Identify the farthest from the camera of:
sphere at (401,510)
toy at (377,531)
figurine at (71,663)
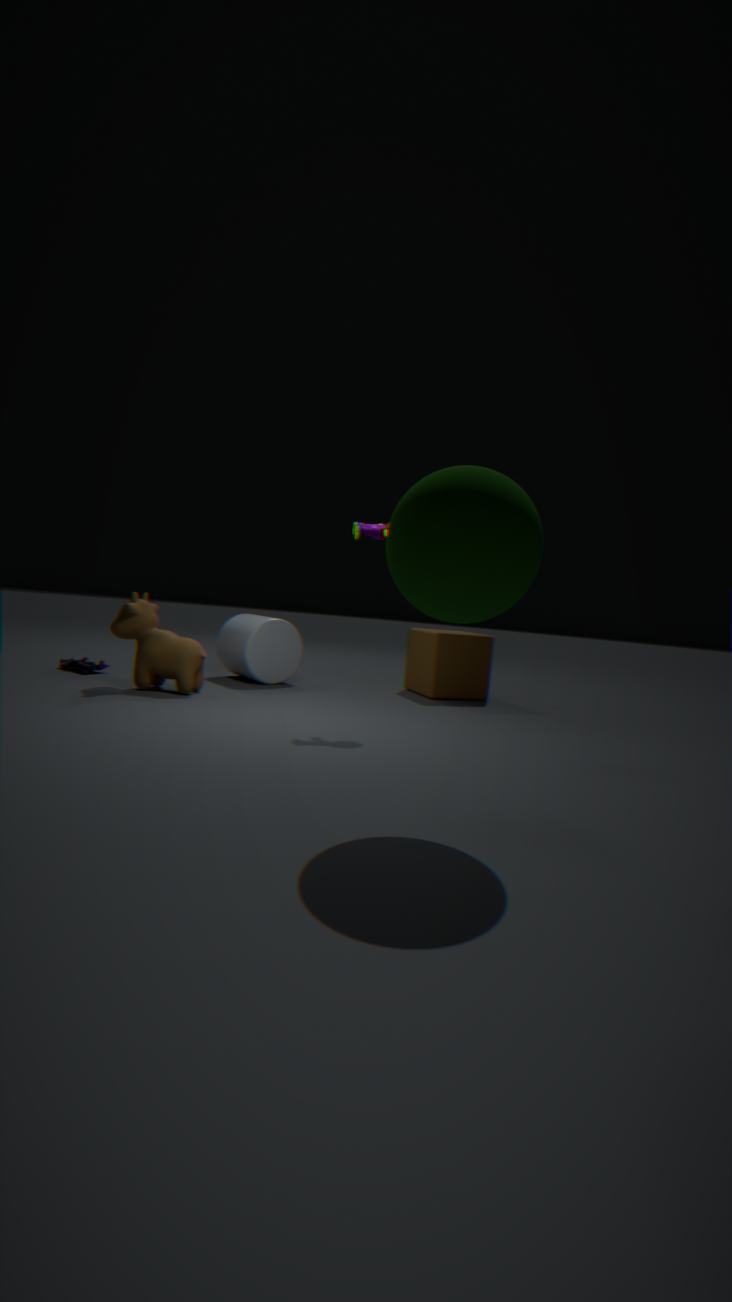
figurine at (71,663)
